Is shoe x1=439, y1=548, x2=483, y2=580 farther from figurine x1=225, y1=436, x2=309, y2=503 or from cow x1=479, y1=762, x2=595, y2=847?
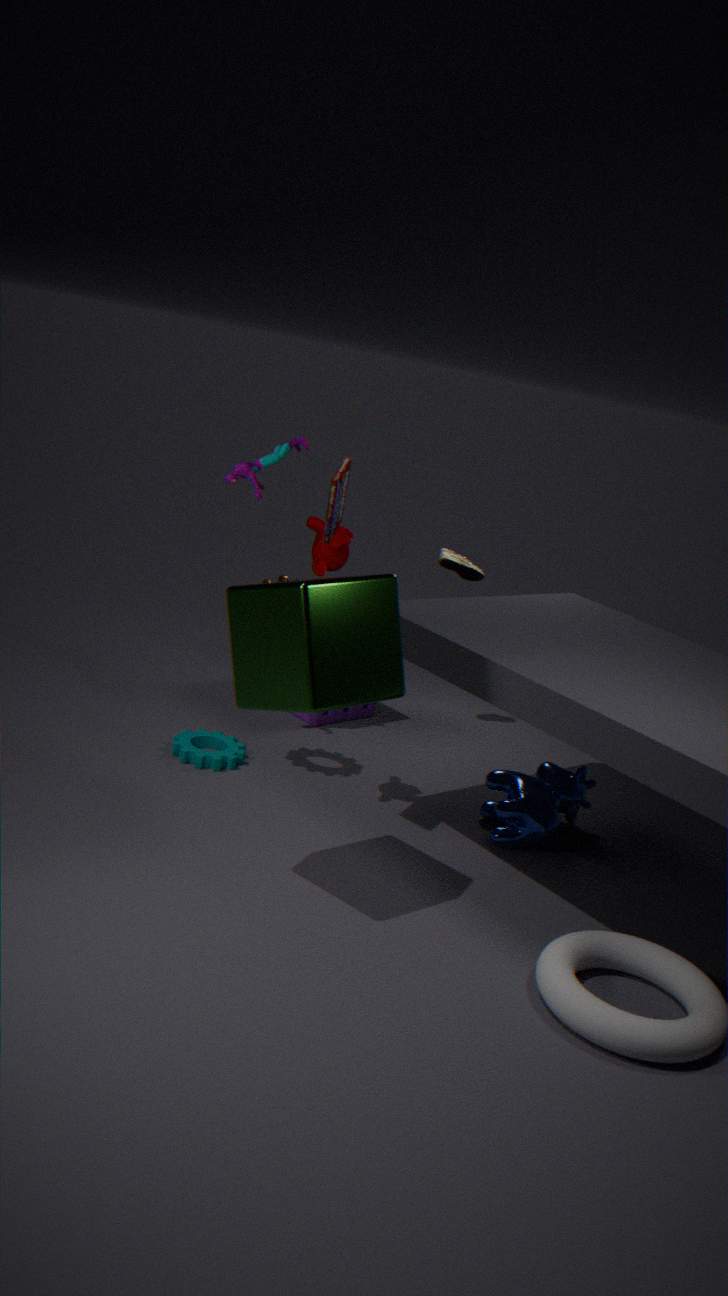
cow x1=479, y1=762, x2=595, y2=847
